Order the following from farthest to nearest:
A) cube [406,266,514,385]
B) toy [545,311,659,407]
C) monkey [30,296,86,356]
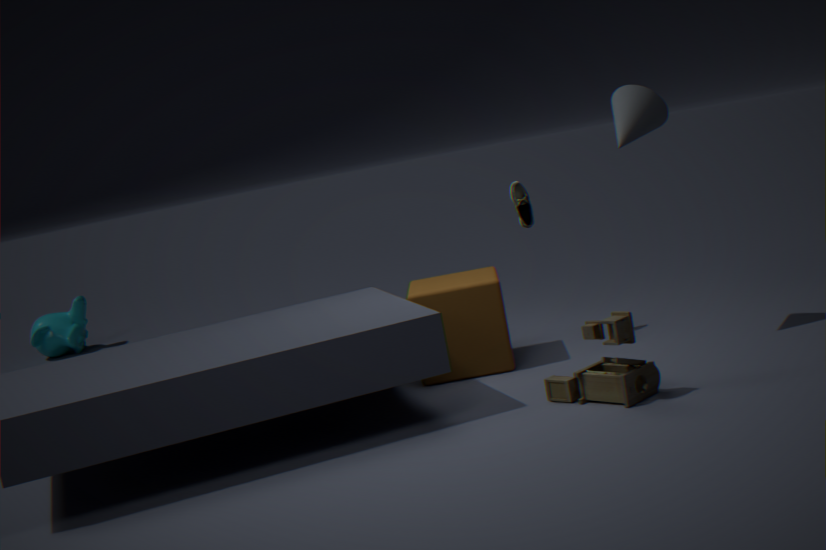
monkey [30,296,86,356]
cube [406,266,514,385]
toy [545,311,659,407]
